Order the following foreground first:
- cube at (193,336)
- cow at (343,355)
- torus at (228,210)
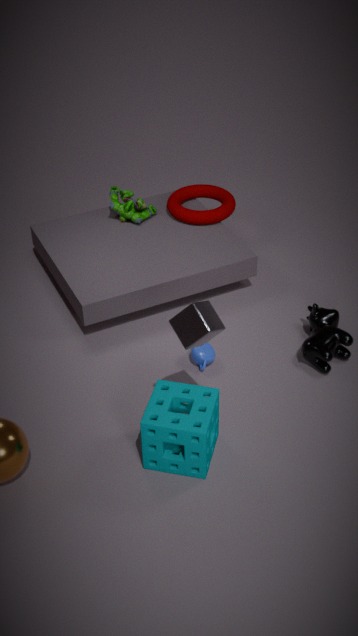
cube at (193,336), cow at (343,355), torus at (228,210)
